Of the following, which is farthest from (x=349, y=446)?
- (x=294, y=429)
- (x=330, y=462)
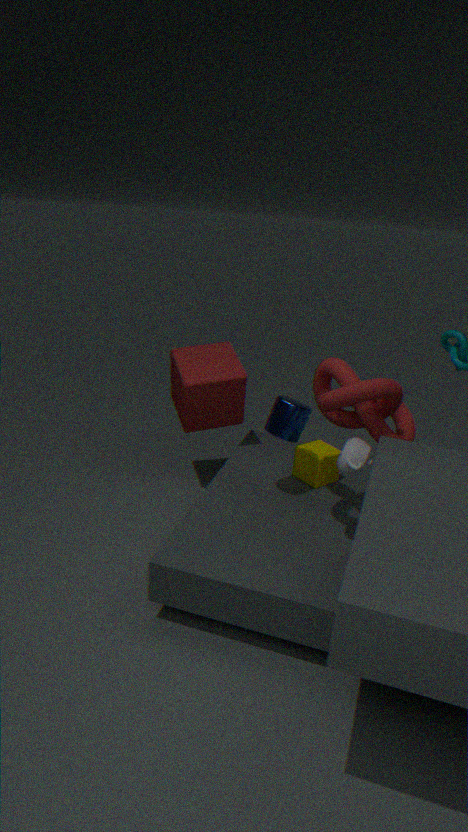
(x=330, y=462)
